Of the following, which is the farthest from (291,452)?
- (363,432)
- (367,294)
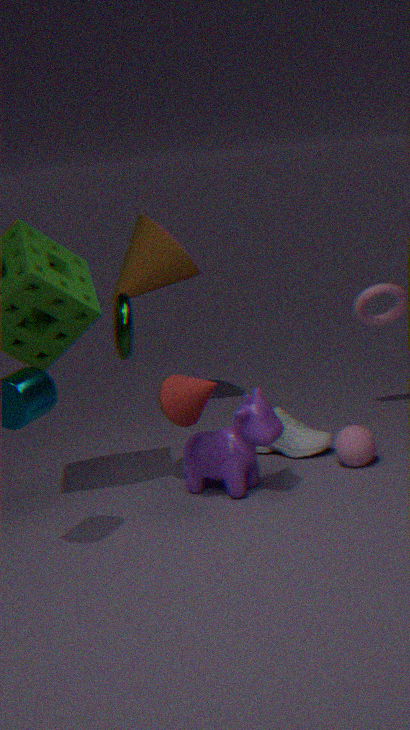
(367,294)
